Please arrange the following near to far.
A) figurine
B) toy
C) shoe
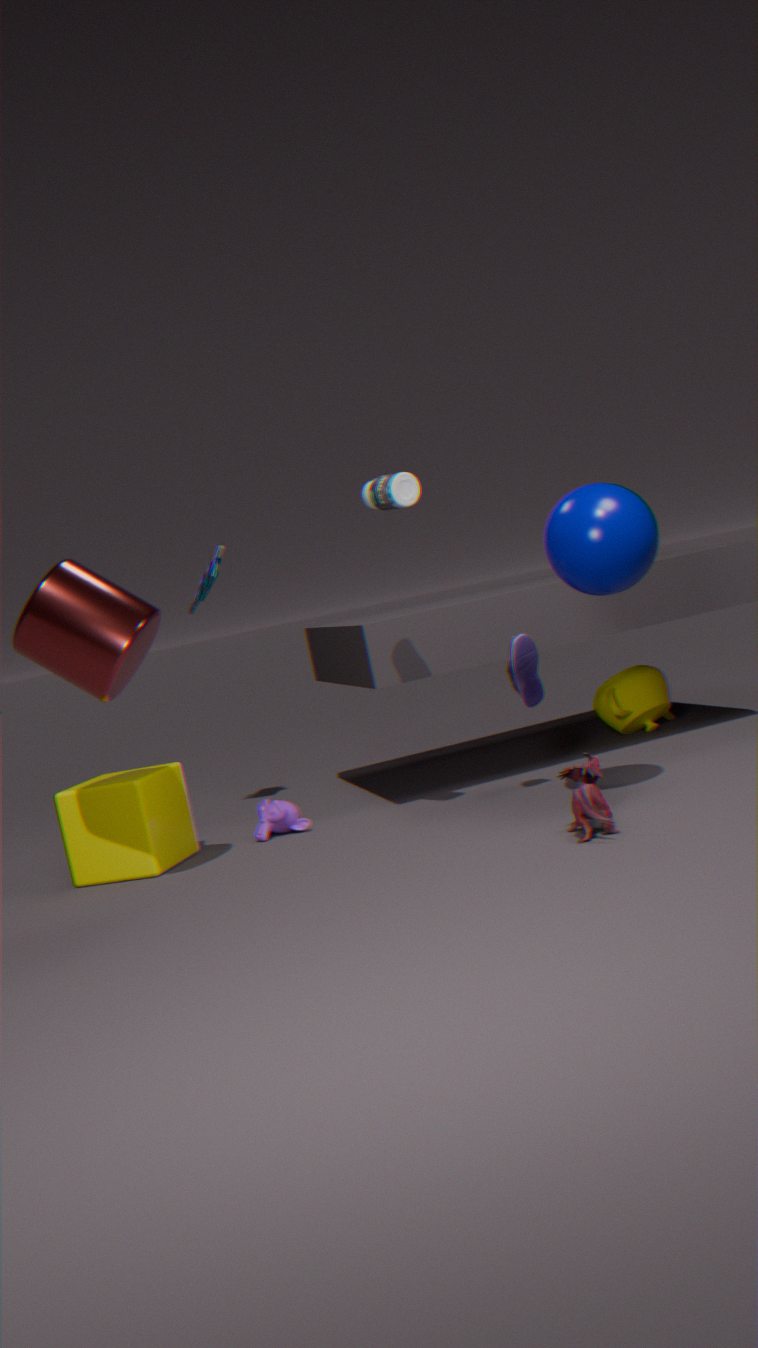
figurine → shoe → toy
